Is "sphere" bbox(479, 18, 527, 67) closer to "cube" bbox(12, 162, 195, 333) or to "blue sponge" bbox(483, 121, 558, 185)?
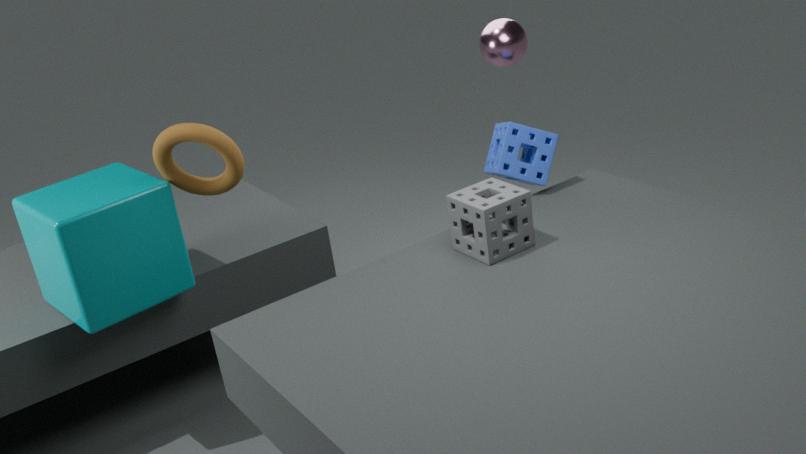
"blue sponge" bbox(483, 121, 558, 185)
